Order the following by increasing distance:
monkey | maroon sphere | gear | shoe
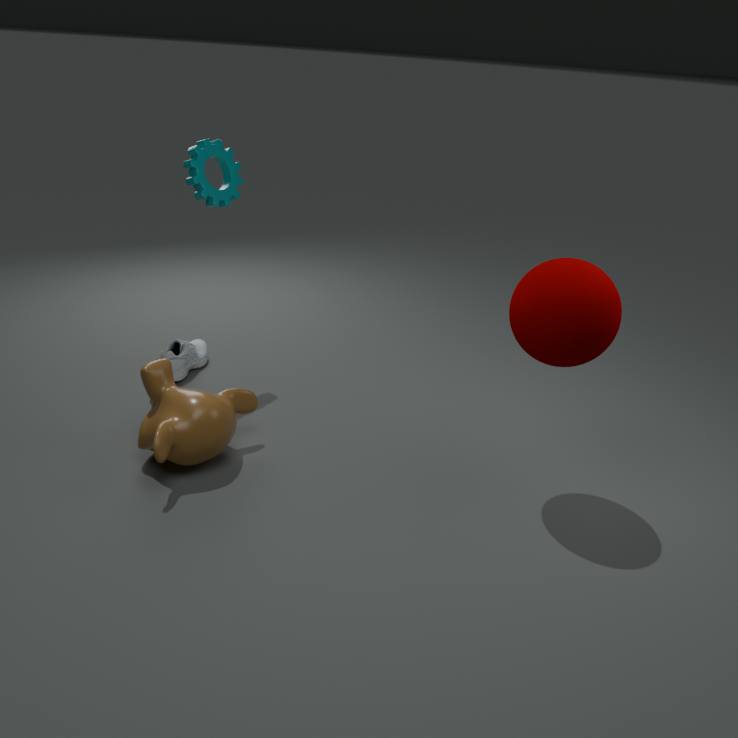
maroon sphere, monkey, gear, shoe
